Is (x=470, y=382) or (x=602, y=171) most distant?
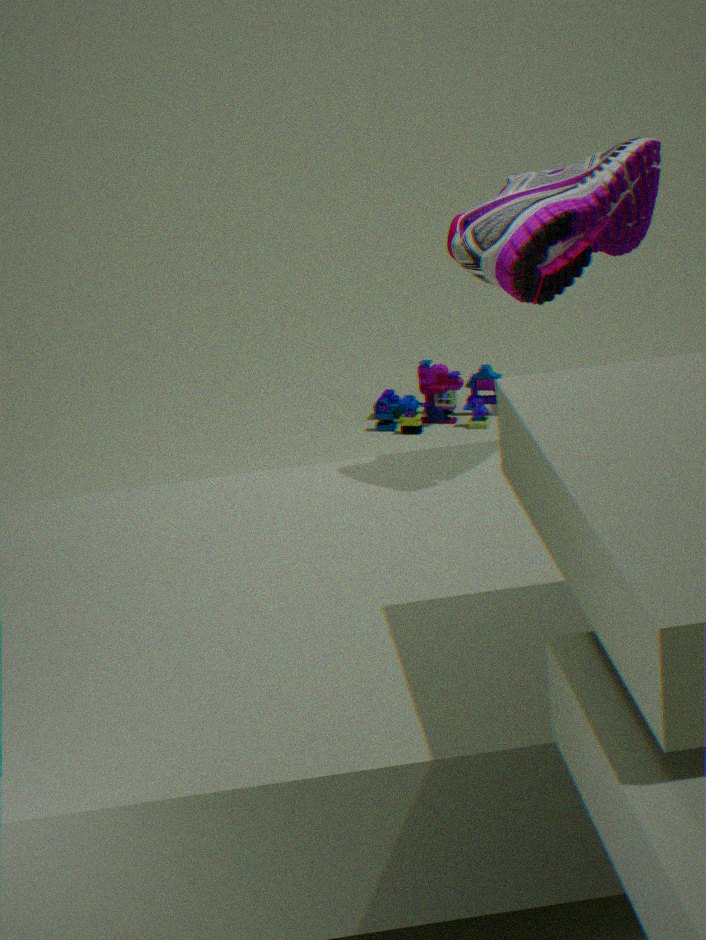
(x=470, y=382)
